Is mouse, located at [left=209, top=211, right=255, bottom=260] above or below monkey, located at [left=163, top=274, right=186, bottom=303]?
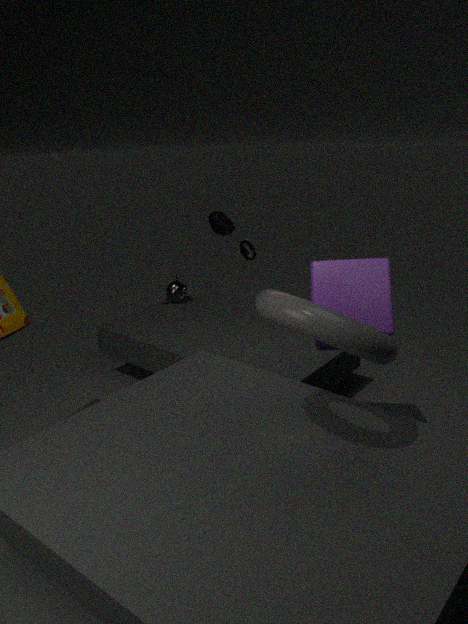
above
